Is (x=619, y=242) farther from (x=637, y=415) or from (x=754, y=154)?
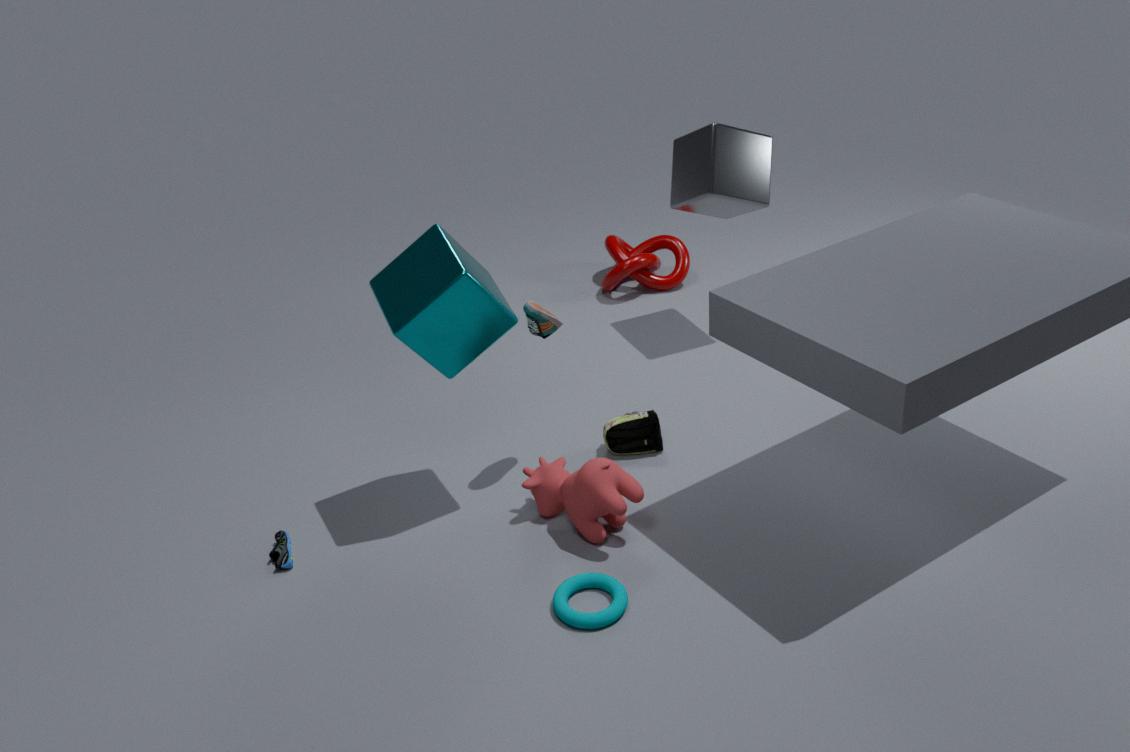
(x=637, y=415)
